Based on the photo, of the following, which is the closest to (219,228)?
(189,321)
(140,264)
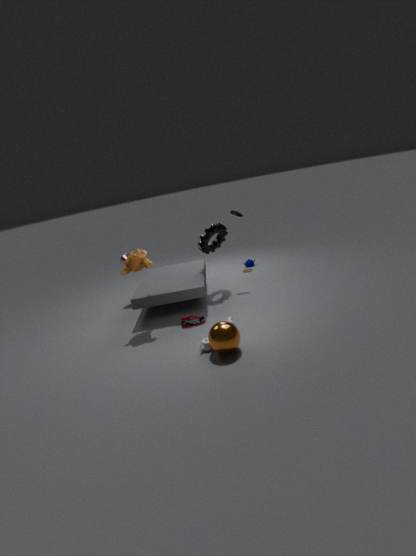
(140,264)
